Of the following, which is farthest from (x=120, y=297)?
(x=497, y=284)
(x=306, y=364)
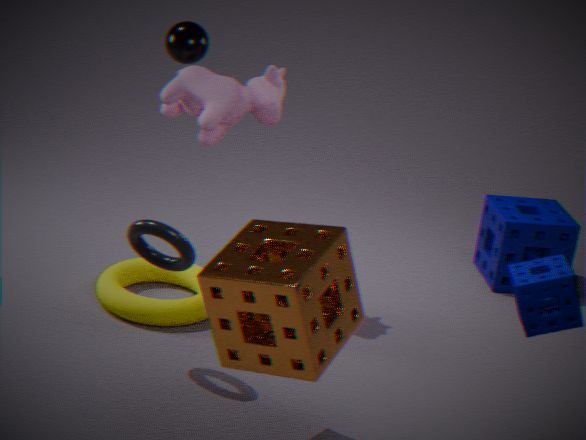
(x=497, y=284)
